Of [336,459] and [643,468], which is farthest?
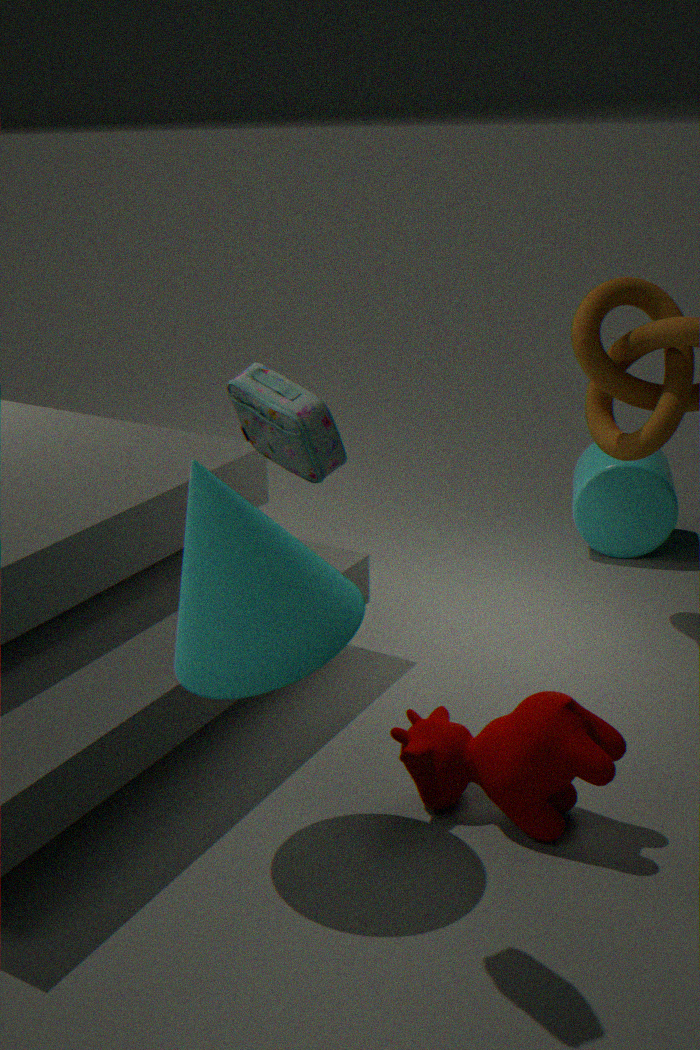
[643,468]
